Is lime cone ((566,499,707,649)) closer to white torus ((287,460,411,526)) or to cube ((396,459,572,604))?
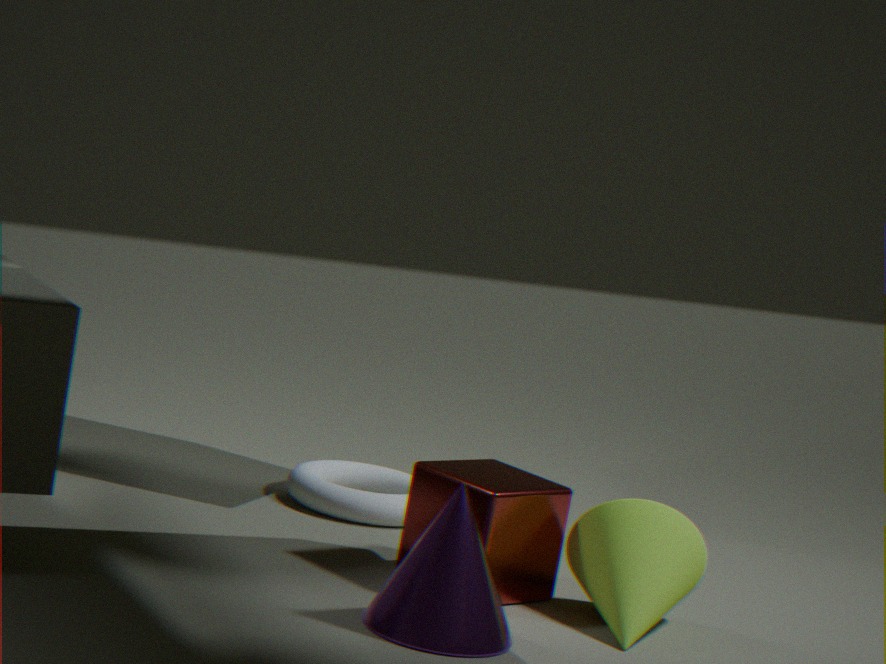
cube ((396,459,572,604))
